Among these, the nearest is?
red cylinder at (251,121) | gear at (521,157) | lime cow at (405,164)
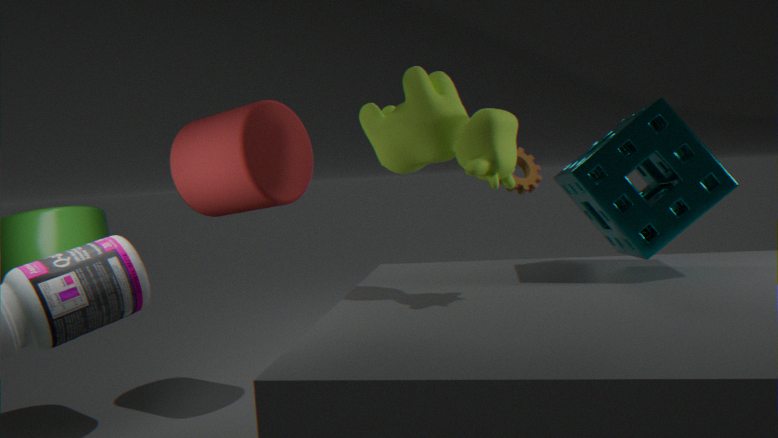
lime cow at (405,164)
